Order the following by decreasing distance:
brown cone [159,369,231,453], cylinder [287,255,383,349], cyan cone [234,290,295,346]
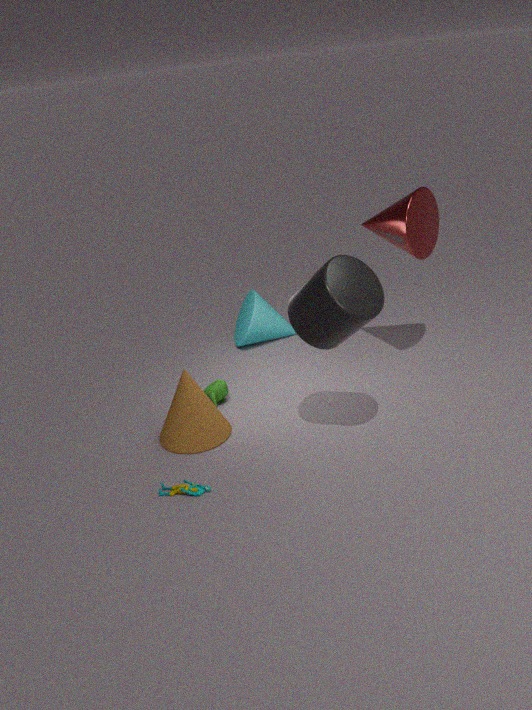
1. cyan cone [234,290,295,346]
2. brown cone [159,369,231,453]
3. cylinder [287,255,383,349]
